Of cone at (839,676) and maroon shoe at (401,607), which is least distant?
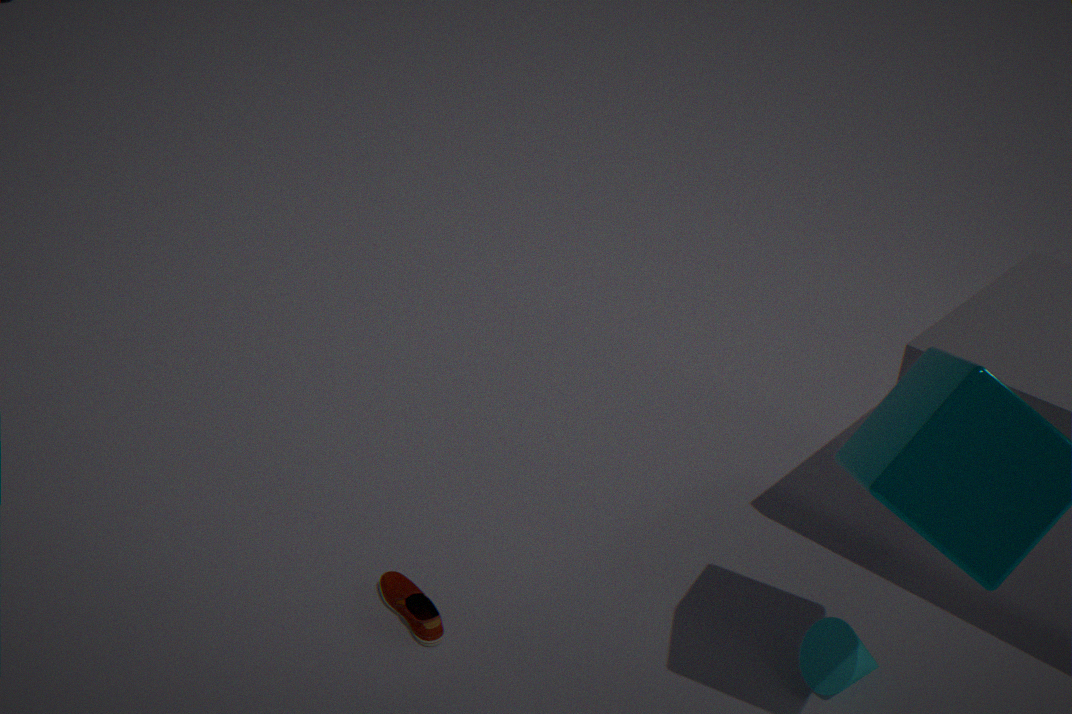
cone at (839,676)
